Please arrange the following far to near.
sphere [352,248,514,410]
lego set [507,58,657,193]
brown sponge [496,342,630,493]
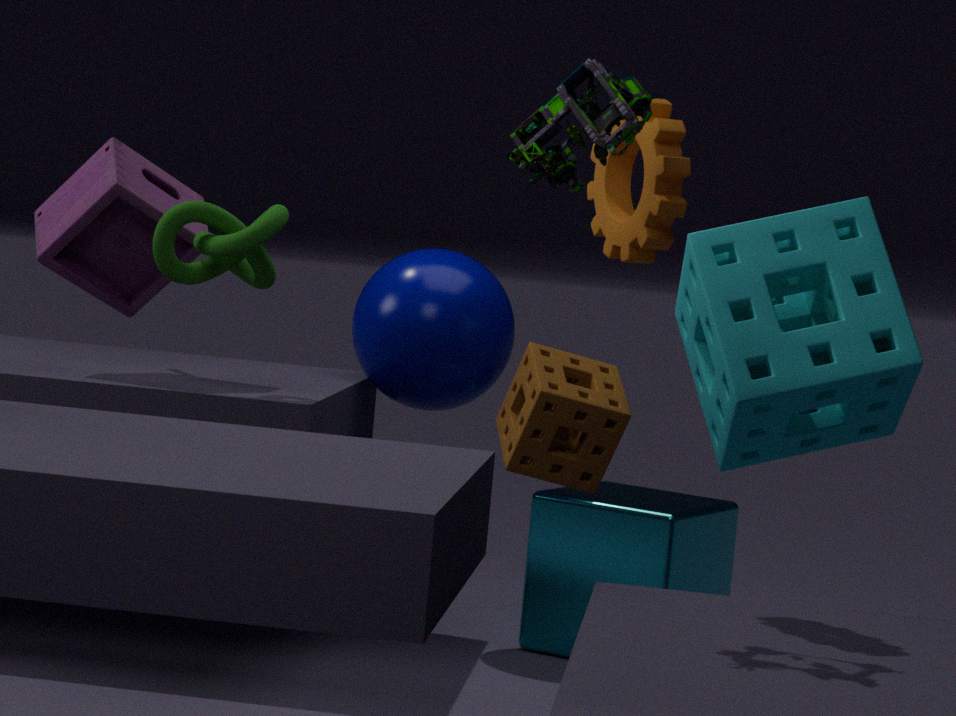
sphere [352,248,514,410]
brown sponge [496,342,630,493]
lego set [507,58,657,193]
